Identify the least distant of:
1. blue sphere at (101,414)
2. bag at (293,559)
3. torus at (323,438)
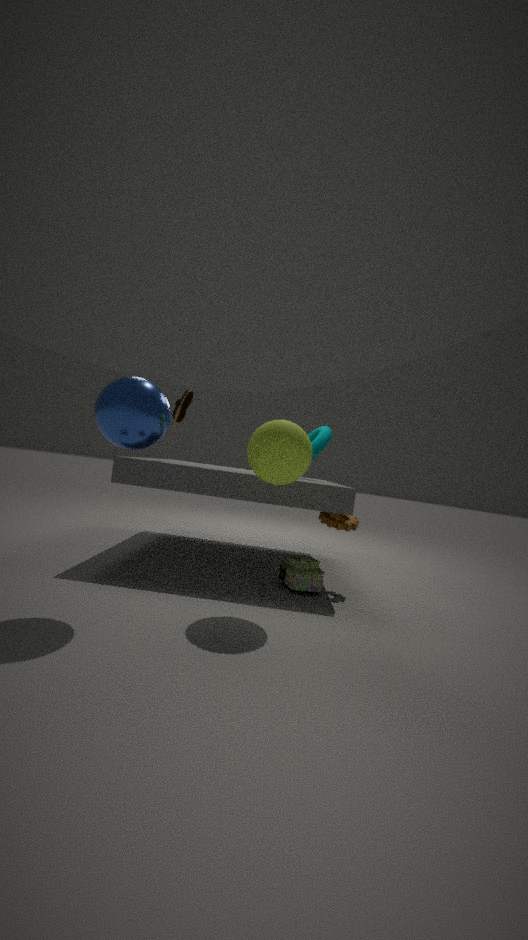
blue sphere at (101,414)
